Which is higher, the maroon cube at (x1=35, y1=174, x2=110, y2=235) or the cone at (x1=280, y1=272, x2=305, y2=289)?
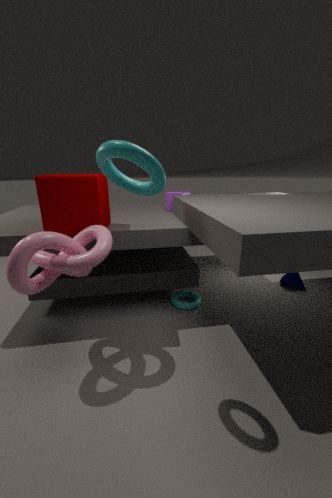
the maroon cube at (x1=35, y1=174, x2=110, y2=235)
